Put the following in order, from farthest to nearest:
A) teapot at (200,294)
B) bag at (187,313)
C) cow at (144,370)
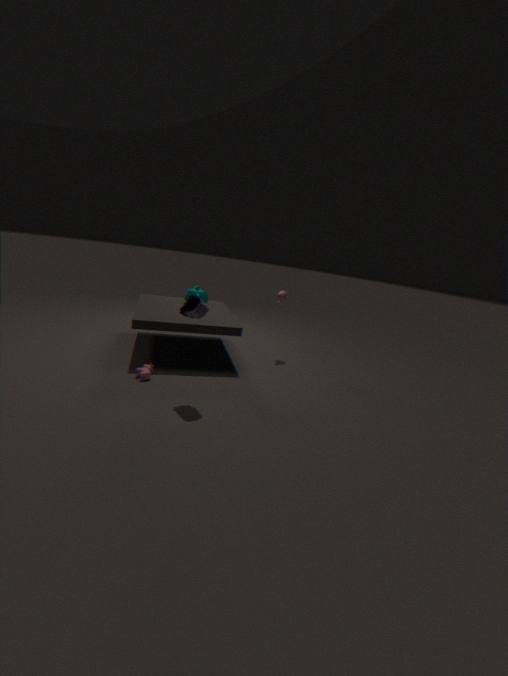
teapot at (200,294)
cow at (144,370)
bag at (187,313)
